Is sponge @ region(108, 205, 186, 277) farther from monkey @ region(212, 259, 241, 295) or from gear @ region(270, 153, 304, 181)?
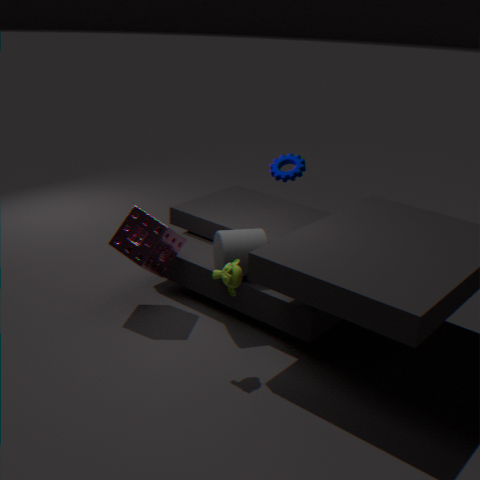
gear @ region(270, 153, 304, 181)
